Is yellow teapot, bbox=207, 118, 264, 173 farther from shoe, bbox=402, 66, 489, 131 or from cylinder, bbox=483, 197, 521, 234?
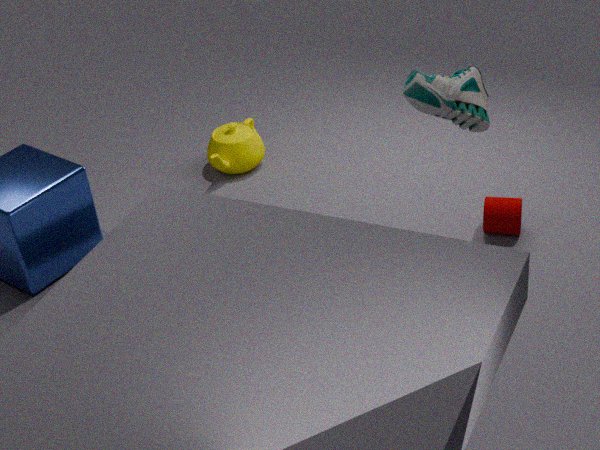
shoe, bbox=402, 66, 489, 131
